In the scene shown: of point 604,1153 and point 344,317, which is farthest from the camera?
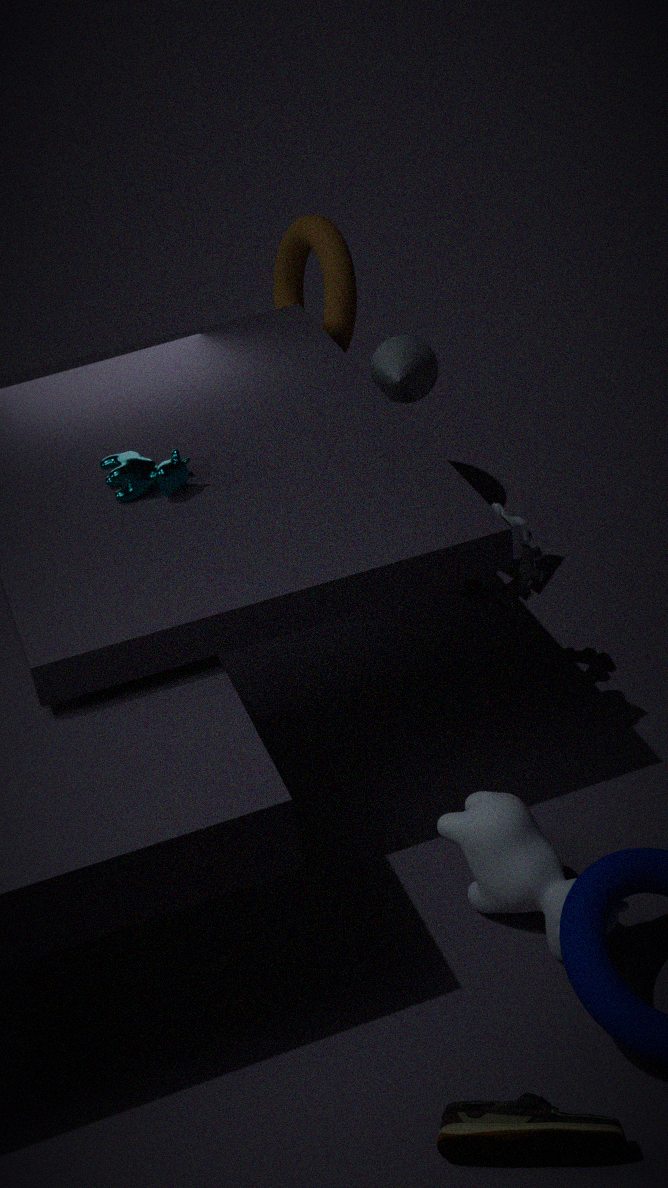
point 344,317
